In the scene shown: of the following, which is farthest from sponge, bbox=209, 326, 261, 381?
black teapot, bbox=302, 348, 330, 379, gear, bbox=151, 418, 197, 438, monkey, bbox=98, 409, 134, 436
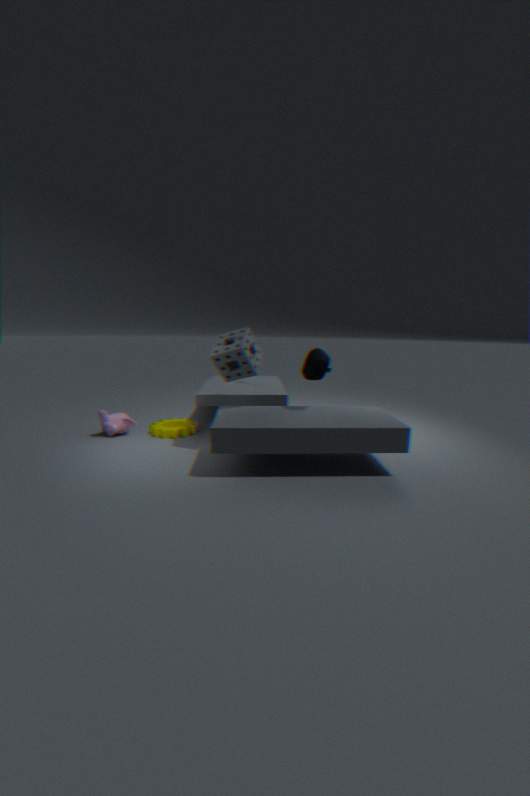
monkey, bbox=98, 409, 134, 436
